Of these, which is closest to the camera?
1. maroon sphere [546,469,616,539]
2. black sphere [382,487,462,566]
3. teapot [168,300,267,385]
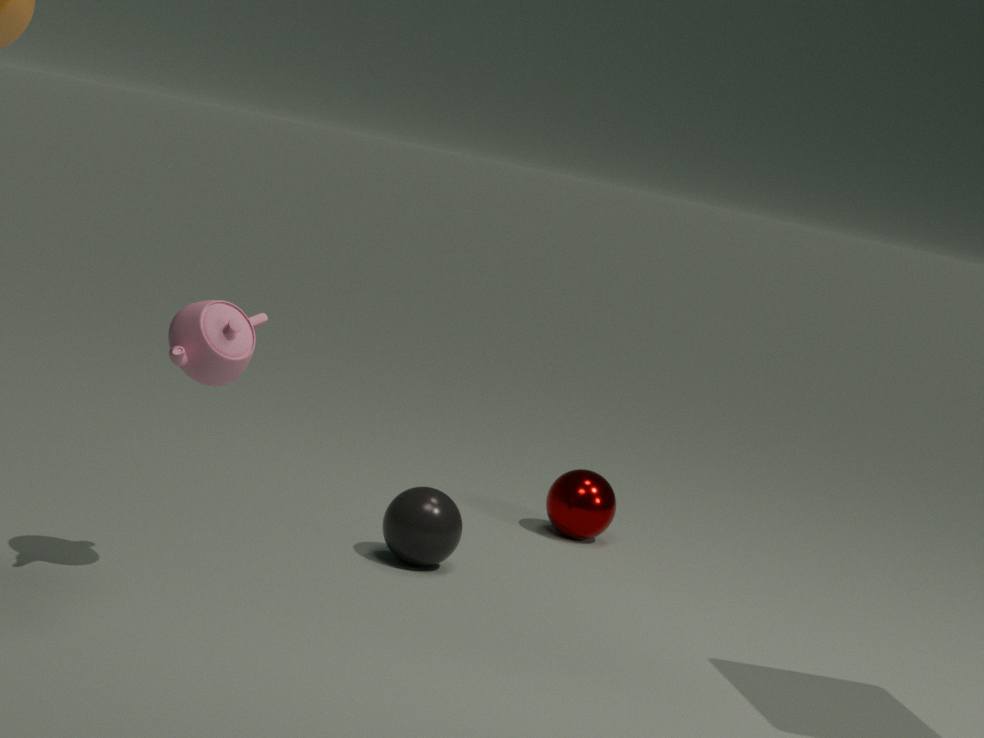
teapot [168,300,267,385]
